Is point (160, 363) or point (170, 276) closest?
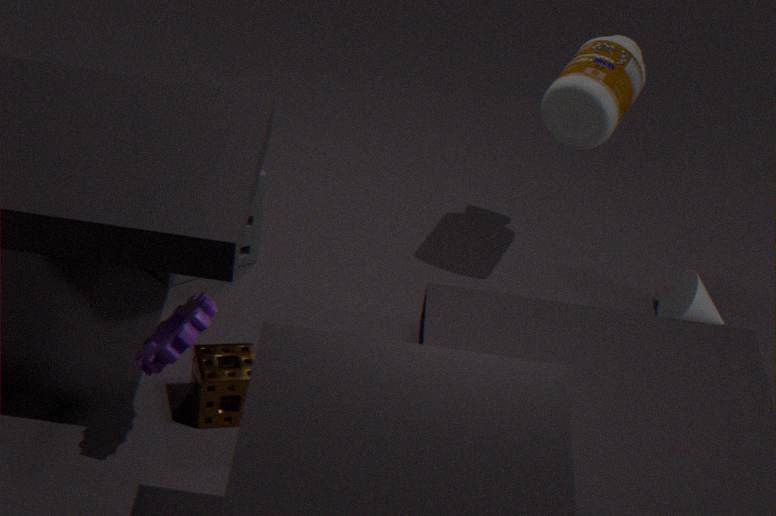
point (160, 363)
